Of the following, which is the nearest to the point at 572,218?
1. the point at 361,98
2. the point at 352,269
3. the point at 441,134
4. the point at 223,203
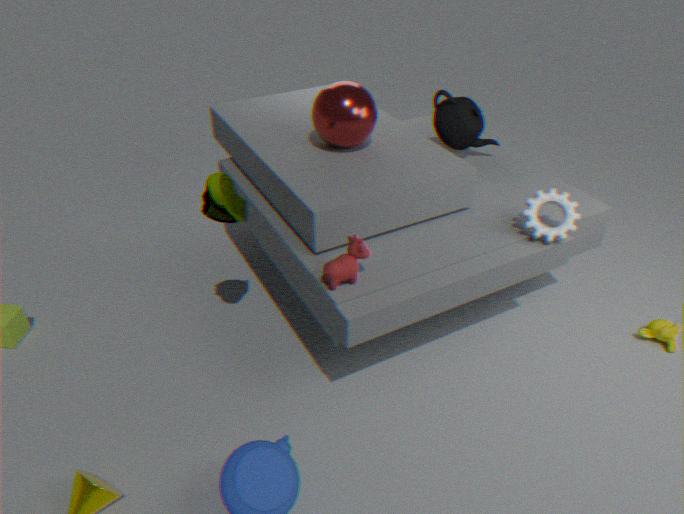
the point at 441,134
